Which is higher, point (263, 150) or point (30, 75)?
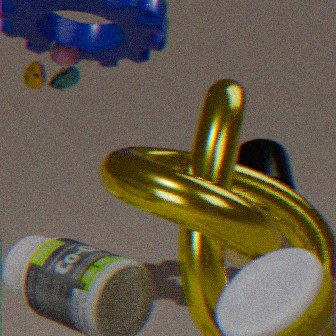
point (30, 75)
